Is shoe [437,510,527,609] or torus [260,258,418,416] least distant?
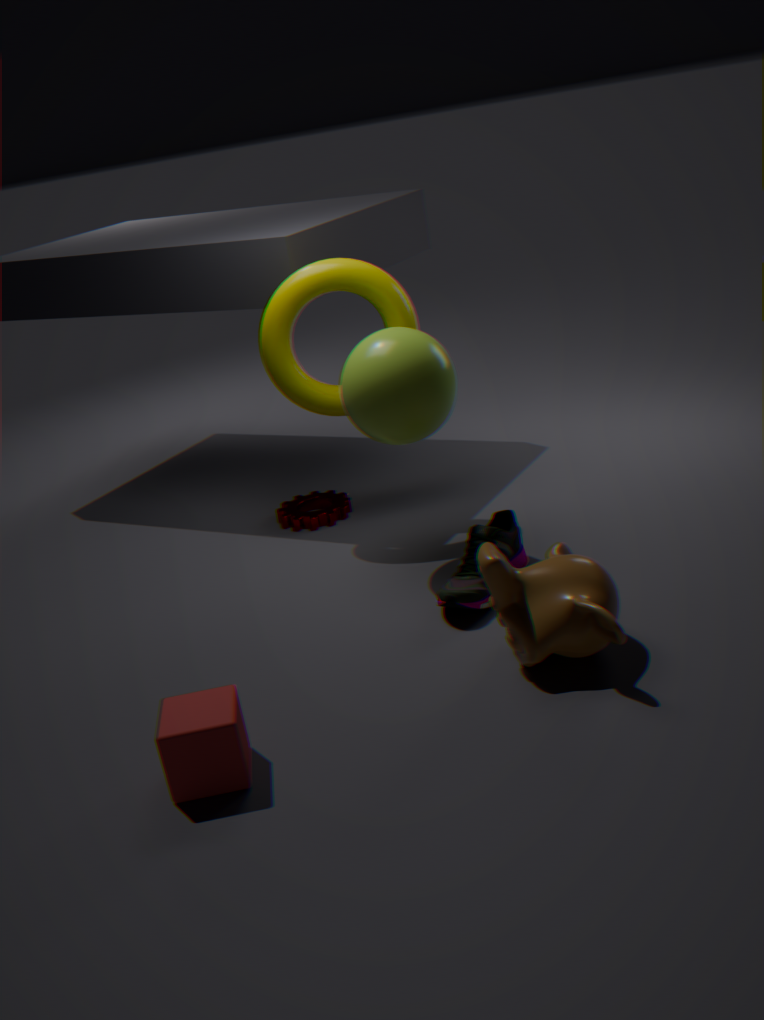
shoe [437,510,527,609]
